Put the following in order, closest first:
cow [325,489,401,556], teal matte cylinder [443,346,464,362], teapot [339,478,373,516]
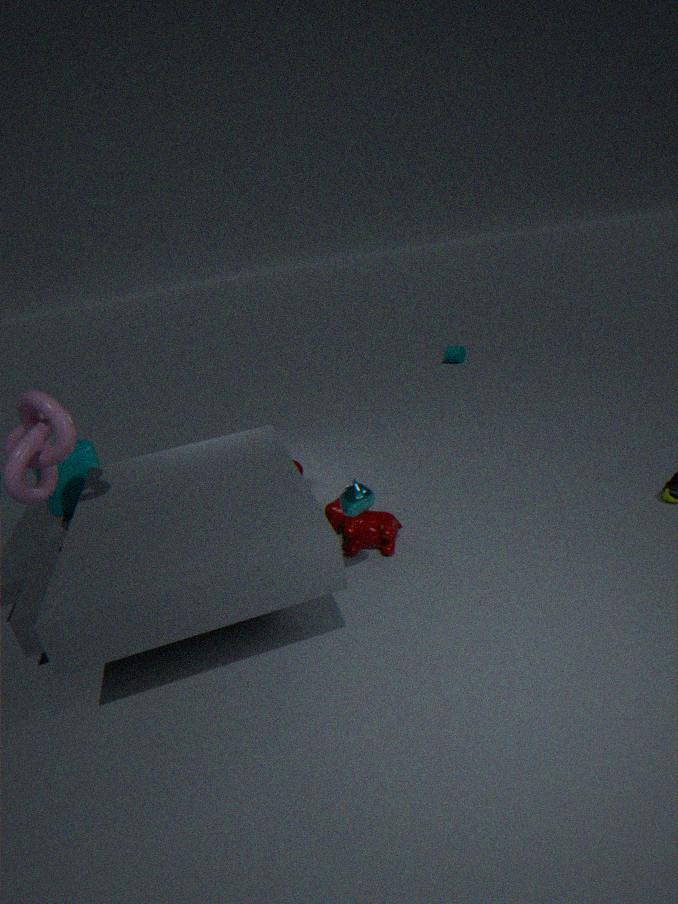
teapot [339,478,373,516] < cow [325,489,401,556] < teal matte cylinder [443,346,464,362]
